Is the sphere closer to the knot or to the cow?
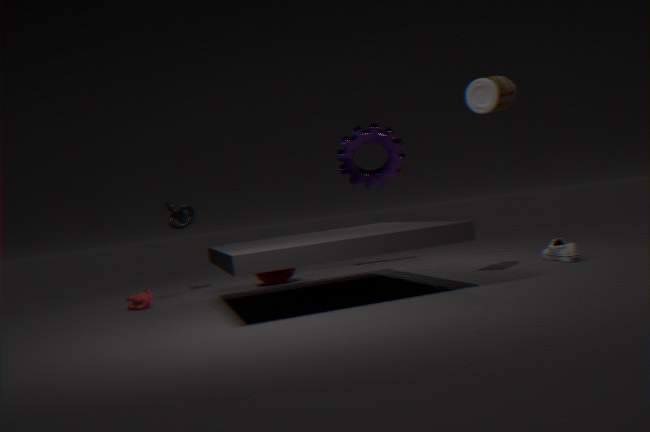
the knot
